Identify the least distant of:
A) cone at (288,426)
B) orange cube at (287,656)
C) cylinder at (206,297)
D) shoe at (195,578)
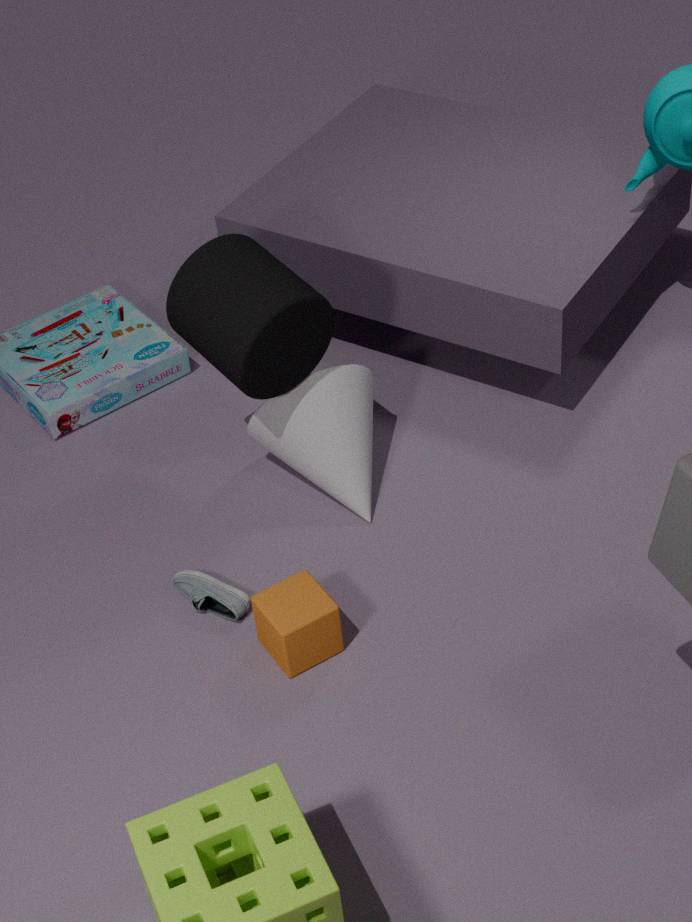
orange cube at (287,656)
